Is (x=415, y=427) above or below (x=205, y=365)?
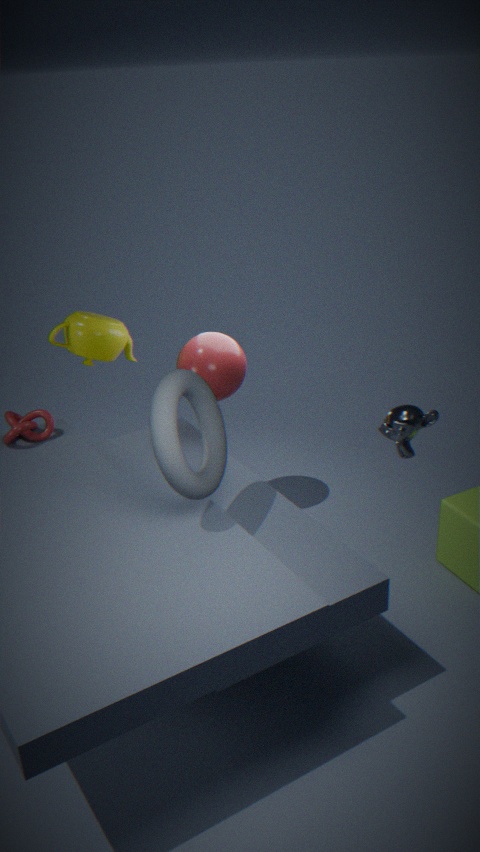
above
